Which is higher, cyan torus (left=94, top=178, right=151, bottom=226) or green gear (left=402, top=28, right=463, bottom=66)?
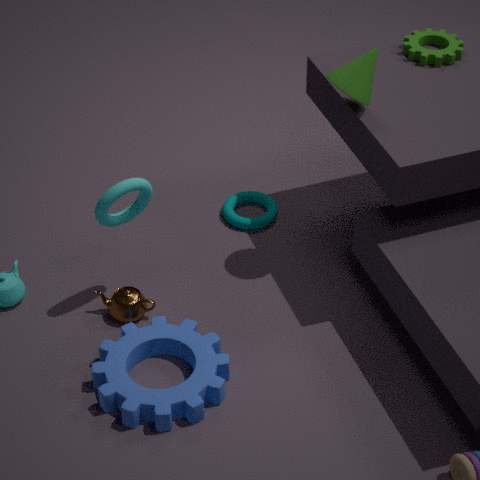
green gear (left=402, top=28, right=463, bottom=66)
